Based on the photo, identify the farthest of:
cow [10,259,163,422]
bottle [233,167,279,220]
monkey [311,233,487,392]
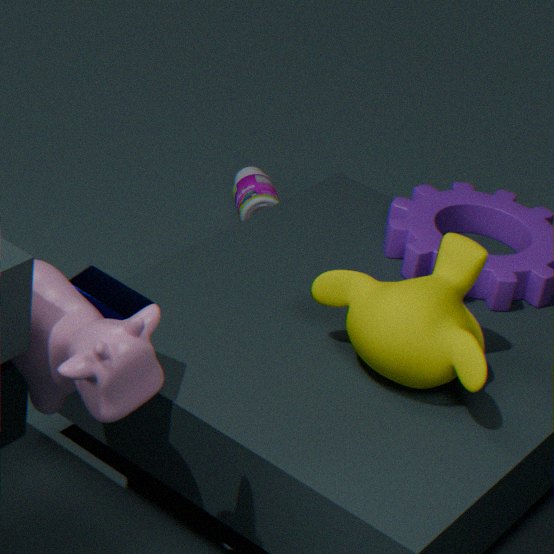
bottle [233,167,279,220]
